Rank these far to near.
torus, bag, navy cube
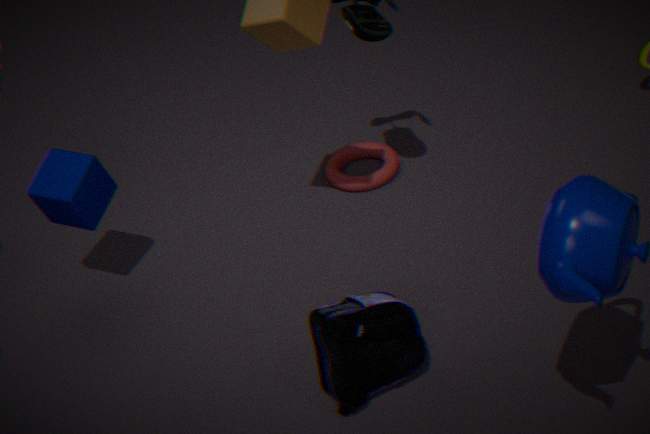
1. torus
2. navy cube
3. bag
